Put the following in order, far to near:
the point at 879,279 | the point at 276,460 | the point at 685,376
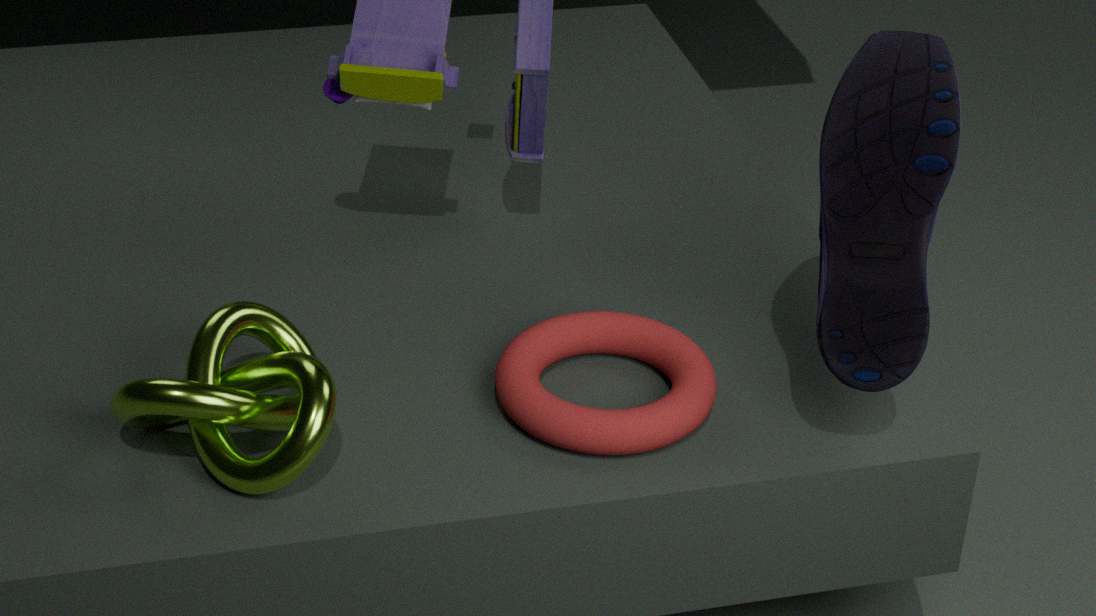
the point at 685,376 → the point at 879,279 → the point at 276,460
